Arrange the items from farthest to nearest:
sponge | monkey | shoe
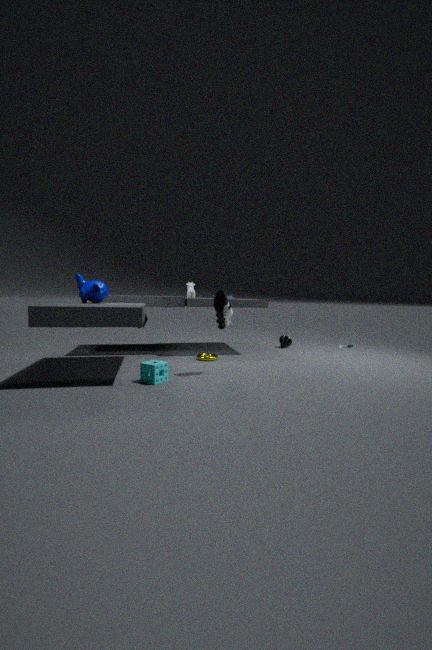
monkey → shoe → sponge
